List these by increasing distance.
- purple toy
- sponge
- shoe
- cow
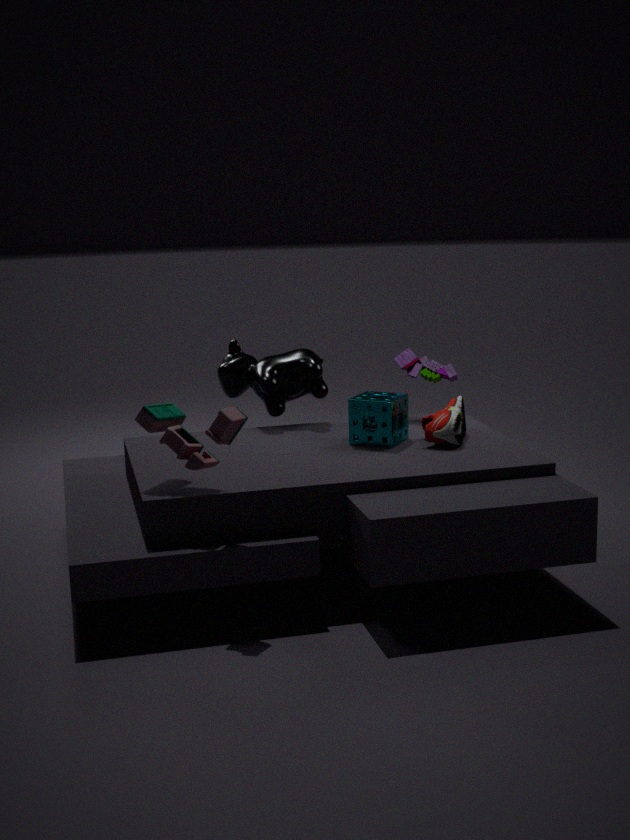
shoe
sponge
cow
purple toy
